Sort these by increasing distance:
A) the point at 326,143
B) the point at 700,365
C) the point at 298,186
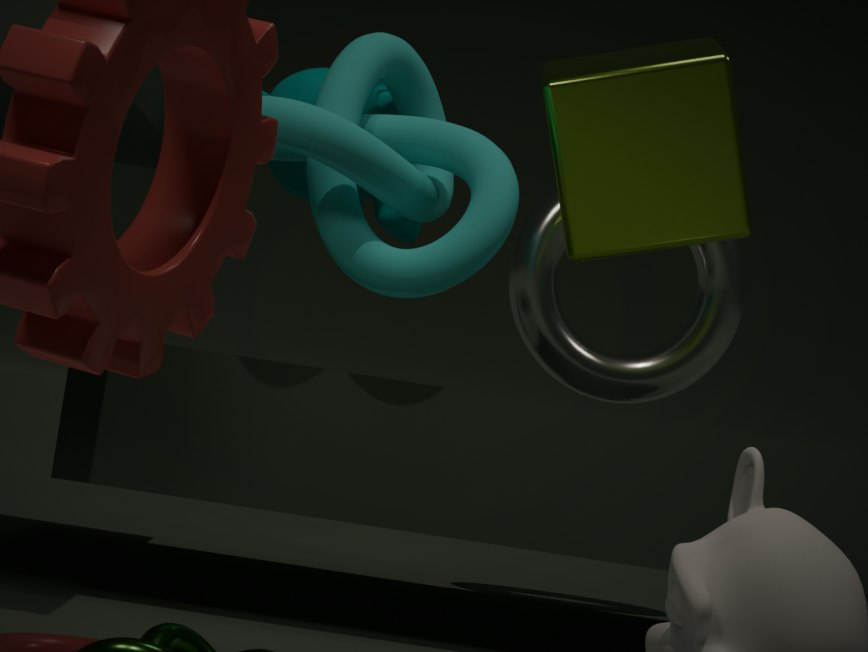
the point at 326,143 < the point at 298,186 < the point at 700,365
